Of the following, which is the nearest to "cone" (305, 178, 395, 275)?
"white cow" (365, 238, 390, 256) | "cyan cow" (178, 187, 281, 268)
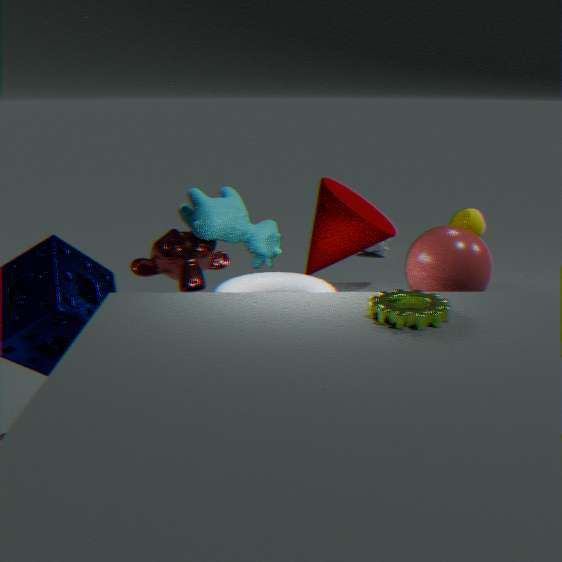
"cyan cow" (178, 187, 281, 268)
